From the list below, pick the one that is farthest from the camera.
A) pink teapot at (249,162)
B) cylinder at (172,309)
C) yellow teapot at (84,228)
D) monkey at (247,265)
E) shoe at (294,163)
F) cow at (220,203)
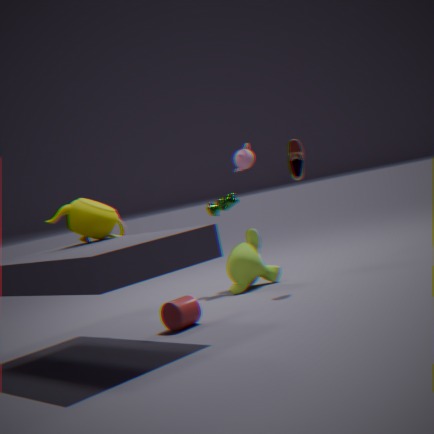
A. pink teapot at (249,162)
